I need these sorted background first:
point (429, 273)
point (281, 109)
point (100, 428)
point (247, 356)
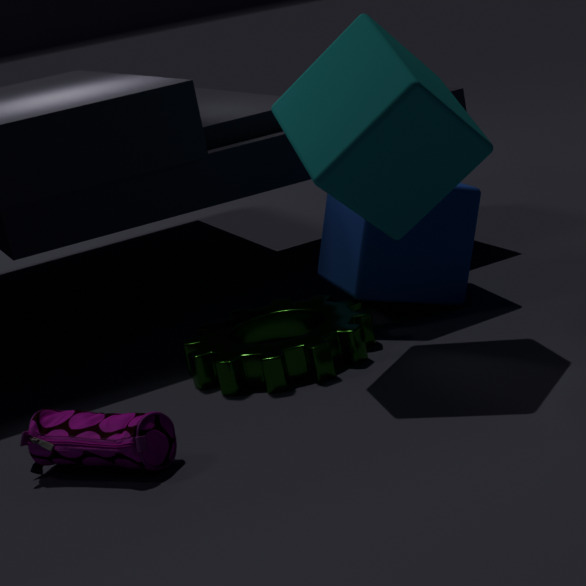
point (429, 273)
point (247, 356)
point (281, 109)
point (100, 428)
